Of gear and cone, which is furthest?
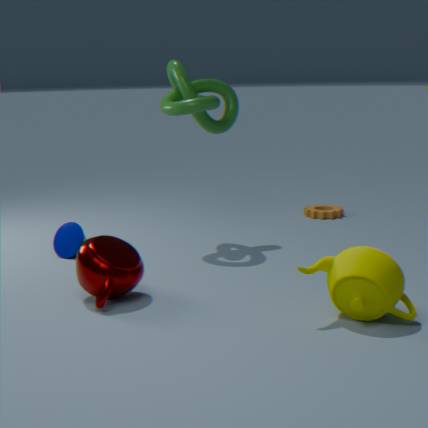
gear
